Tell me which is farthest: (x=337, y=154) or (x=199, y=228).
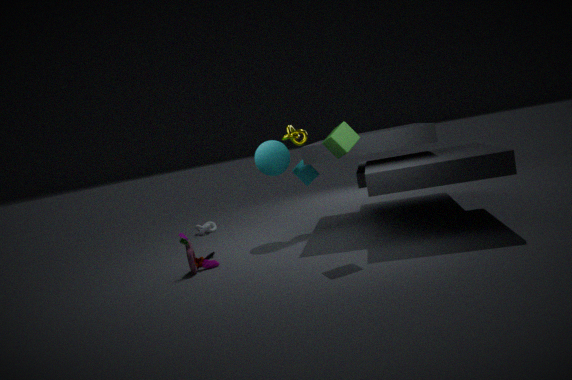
(x=199, y=228)
